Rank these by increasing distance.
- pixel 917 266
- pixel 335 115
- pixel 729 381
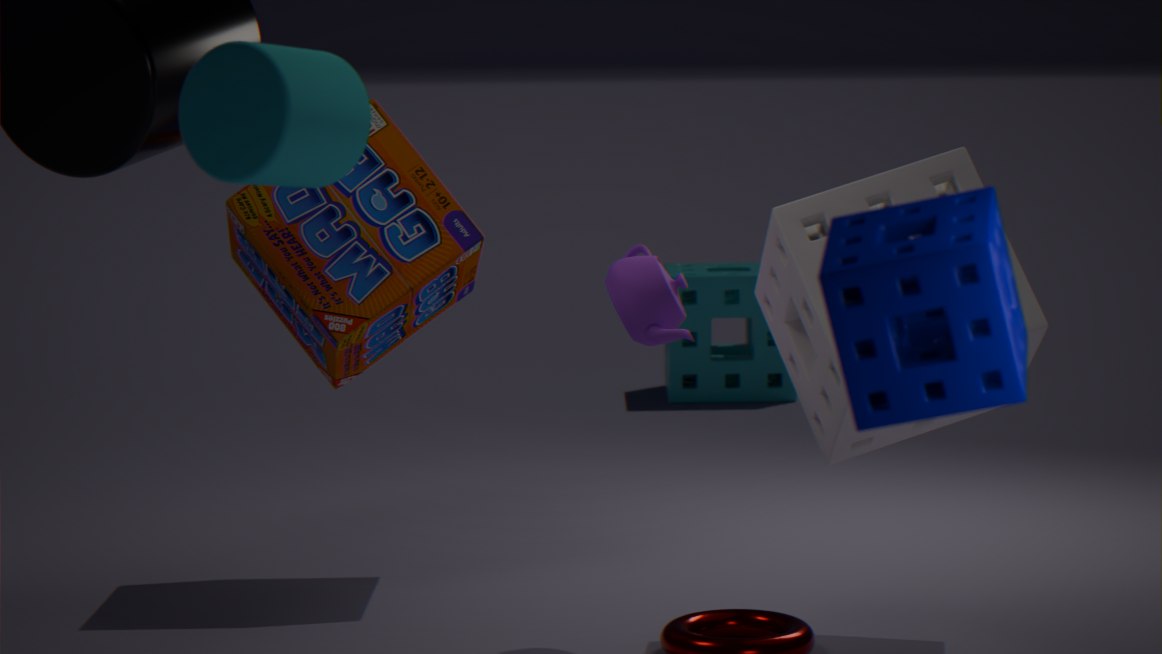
pixel 917 266 → pixel 335 115 → pixel 729 381
